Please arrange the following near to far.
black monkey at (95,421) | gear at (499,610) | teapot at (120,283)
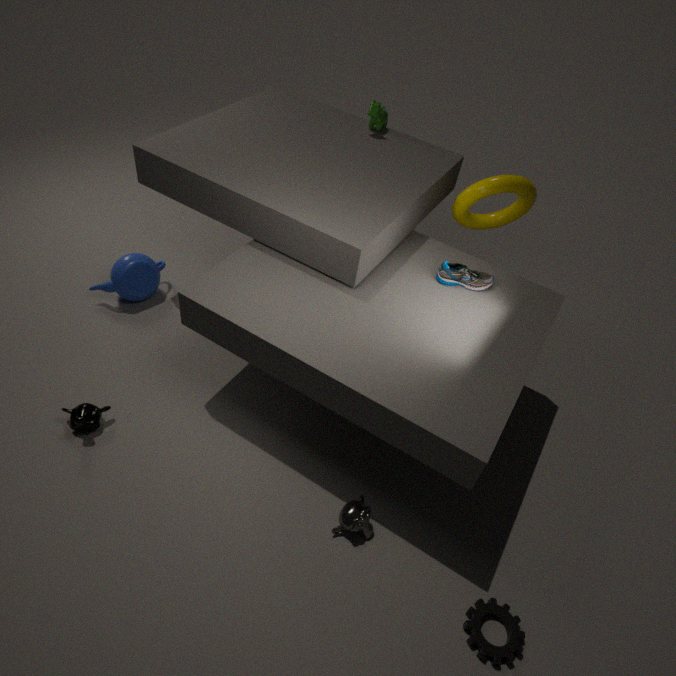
gear at (499,610) → black monkey at (95,421) → teapot at (120,283)
